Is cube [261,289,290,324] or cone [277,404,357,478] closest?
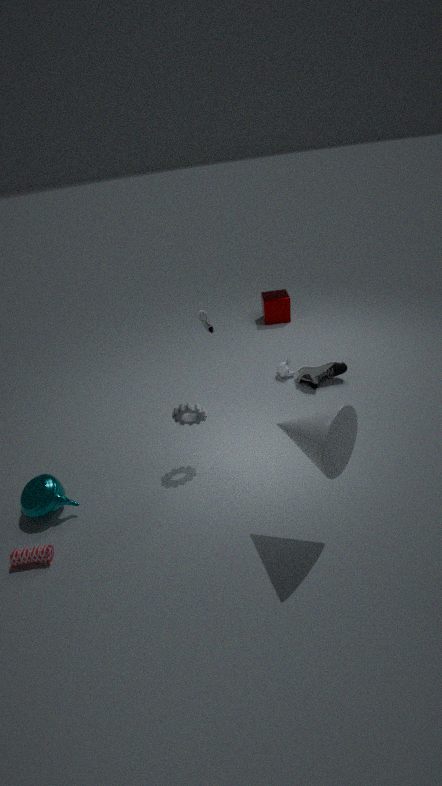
cone [277,404,357,478]
